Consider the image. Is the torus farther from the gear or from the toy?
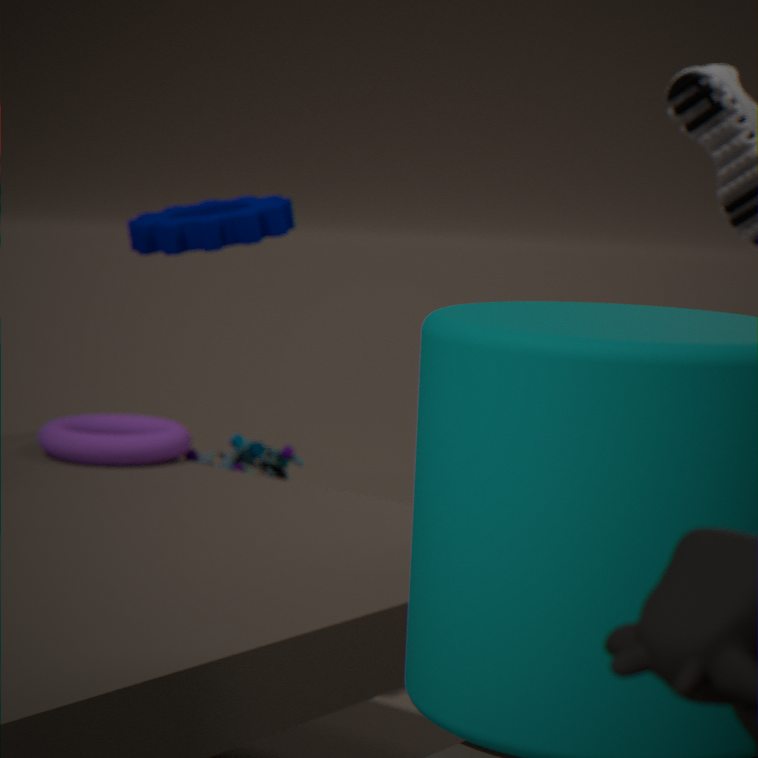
the gear
